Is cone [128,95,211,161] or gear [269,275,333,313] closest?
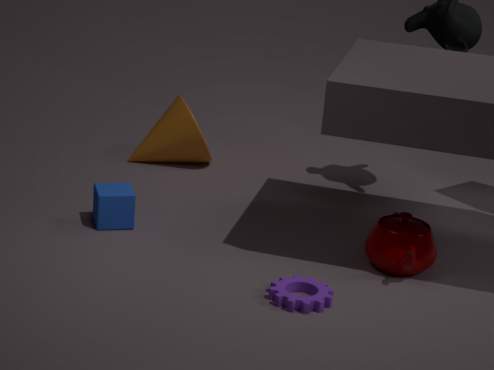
gear [269,275,333,313]
